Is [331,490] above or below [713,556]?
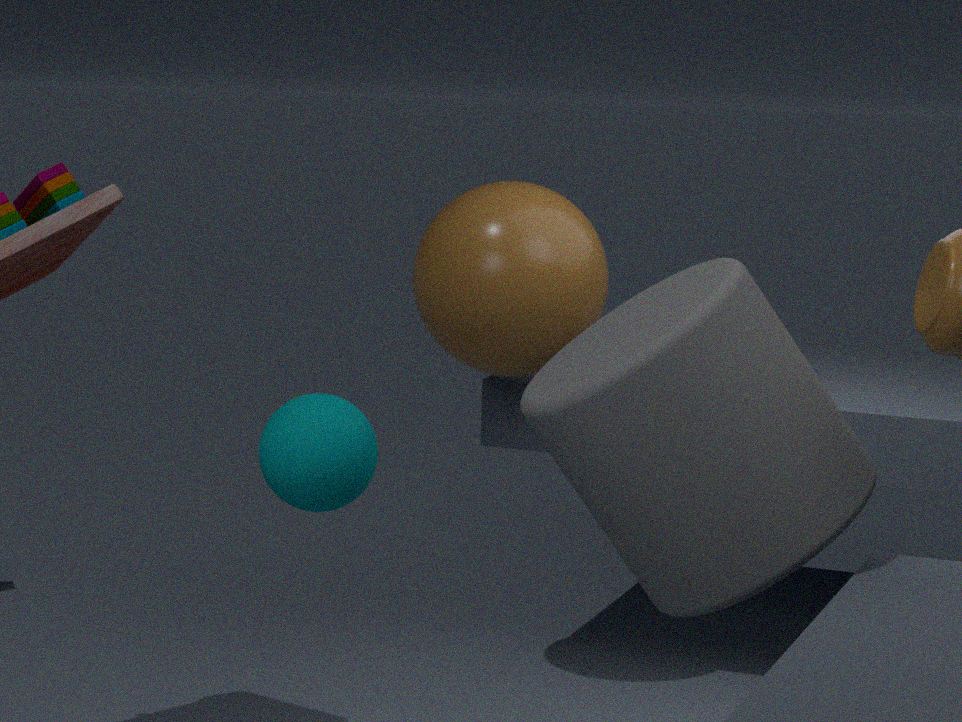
below
